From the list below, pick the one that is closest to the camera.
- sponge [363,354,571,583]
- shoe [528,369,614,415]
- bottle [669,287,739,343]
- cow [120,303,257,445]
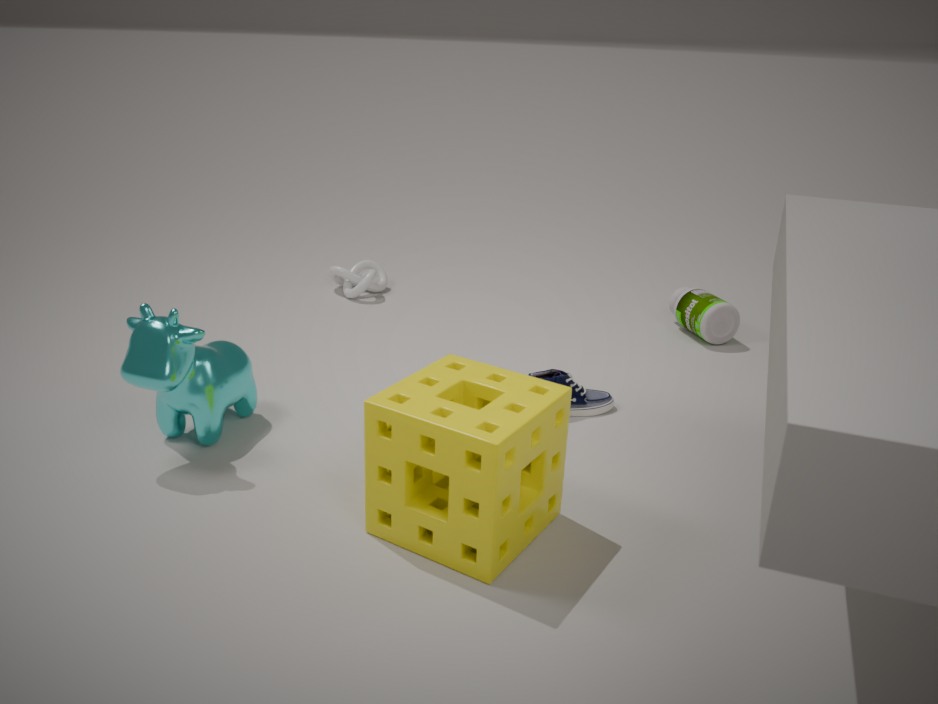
sponge [363,354,571,583]
